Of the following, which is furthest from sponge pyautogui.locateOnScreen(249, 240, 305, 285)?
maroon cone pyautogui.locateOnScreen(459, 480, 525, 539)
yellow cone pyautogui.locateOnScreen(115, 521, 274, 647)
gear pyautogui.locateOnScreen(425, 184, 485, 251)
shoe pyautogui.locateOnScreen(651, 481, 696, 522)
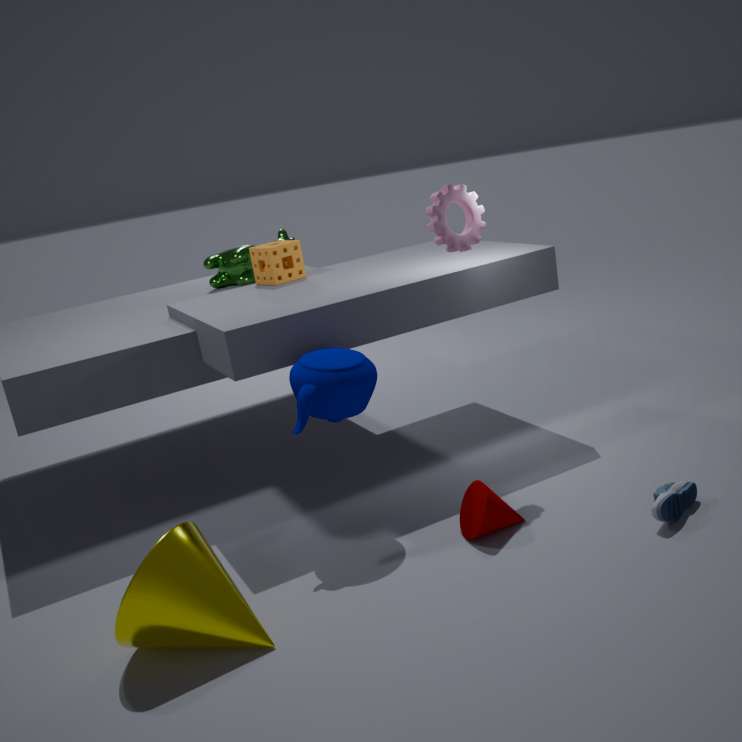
shoe pyautogui.locateOnScreen(651, 481, 696, 522)
